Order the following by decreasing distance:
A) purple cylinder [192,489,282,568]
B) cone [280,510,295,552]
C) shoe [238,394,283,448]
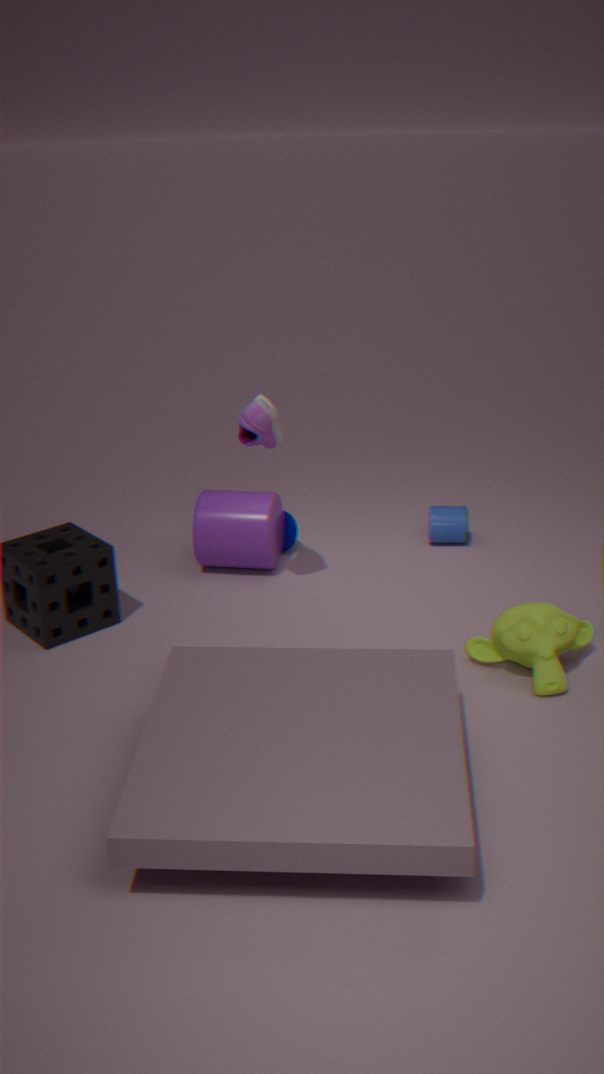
cone [280,510,295,552]
purple cylinder [192,489,282,568]
shoe [238,394,283,448]
